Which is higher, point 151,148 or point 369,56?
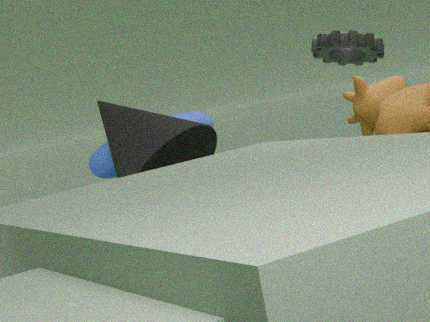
point 369,56
